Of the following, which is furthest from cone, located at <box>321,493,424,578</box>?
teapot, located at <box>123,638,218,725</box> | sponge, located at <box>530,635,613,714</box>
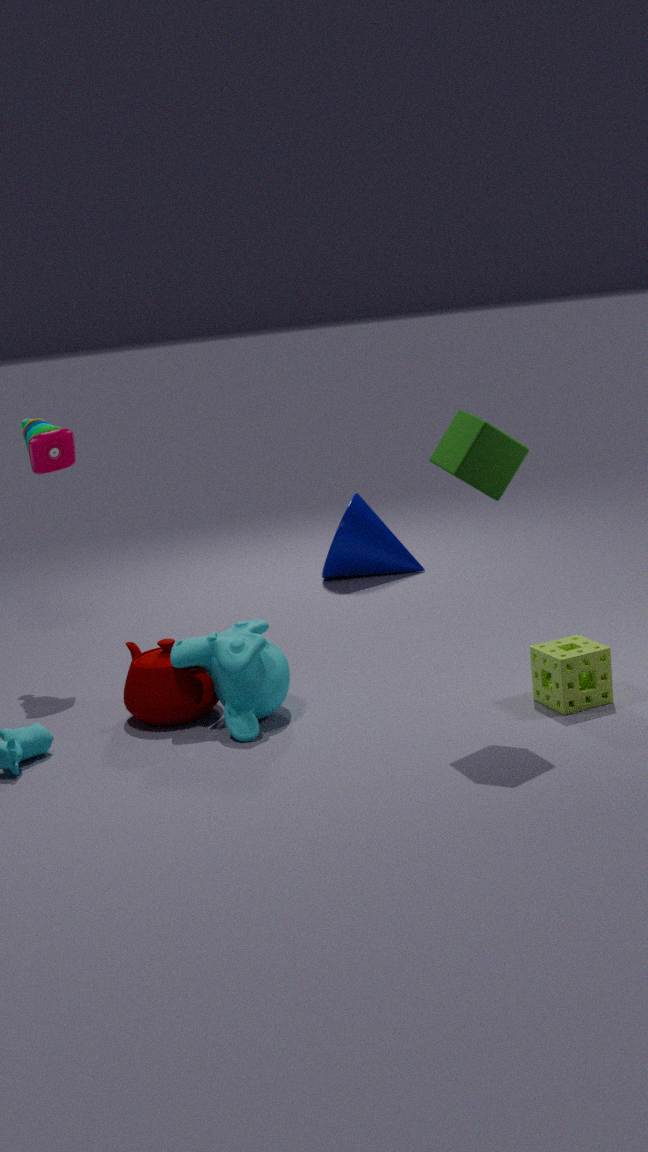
sponge, located at <box>530,635,613,714</box>
